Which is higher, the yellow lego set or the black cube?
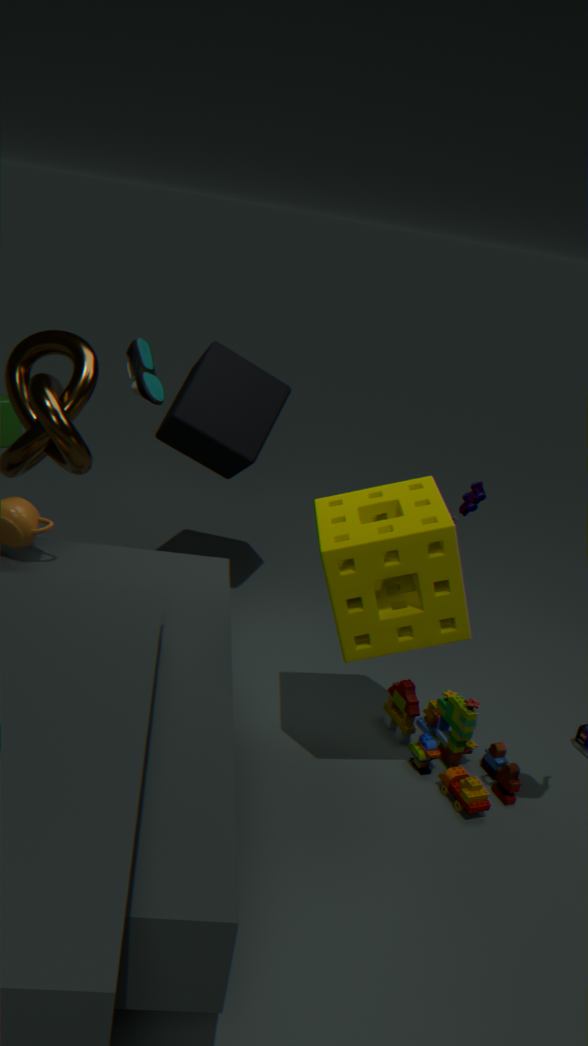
the black cube
